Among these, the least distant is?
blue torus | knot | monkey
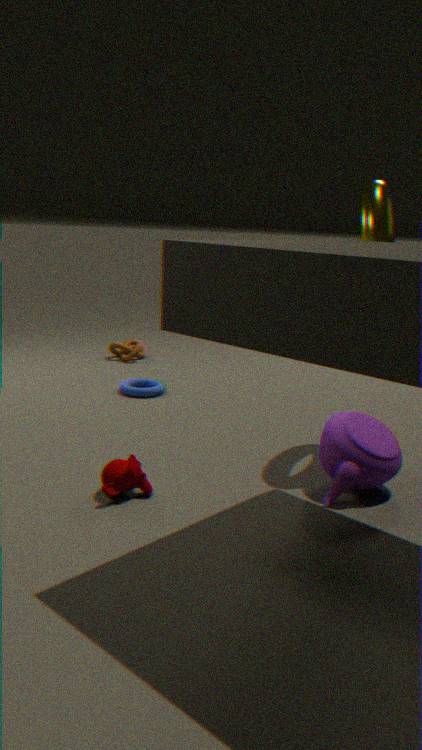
monkey
